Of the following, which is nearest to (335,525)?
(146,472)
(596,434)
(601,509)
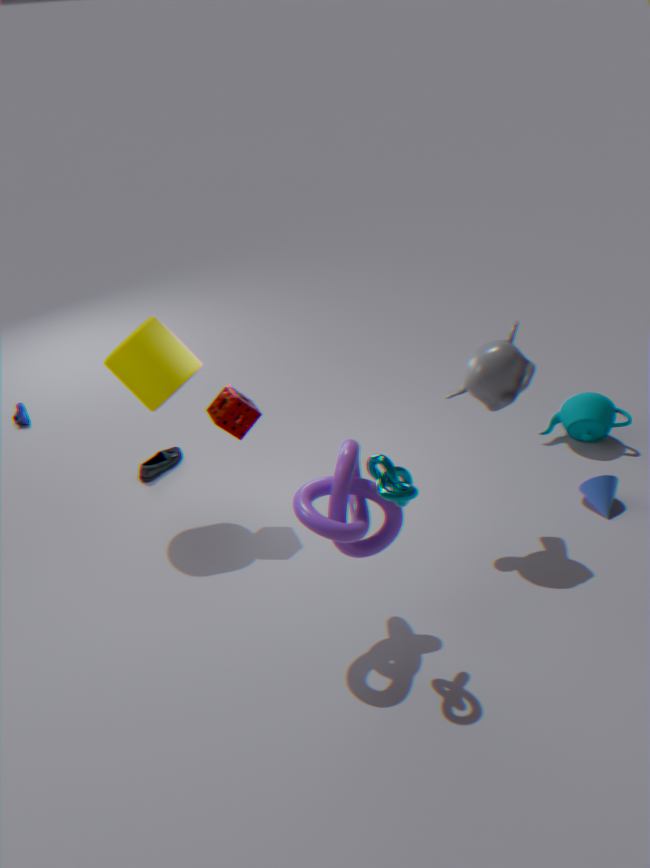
(601,509)
